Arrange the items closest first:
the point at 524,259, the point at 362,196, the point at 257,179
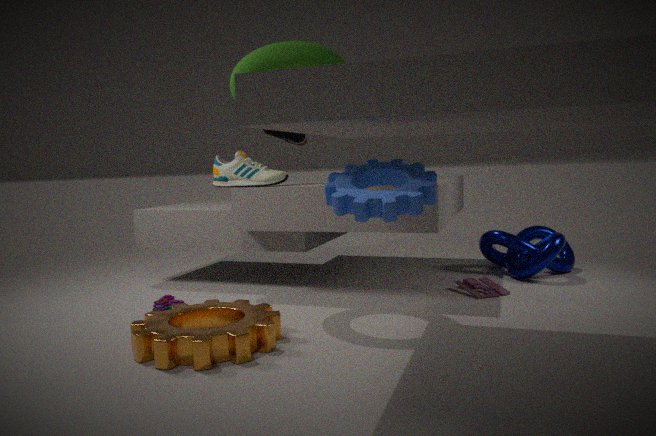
1. the point at 362,196
2. the point at 257,179
3. the point at 524,259
